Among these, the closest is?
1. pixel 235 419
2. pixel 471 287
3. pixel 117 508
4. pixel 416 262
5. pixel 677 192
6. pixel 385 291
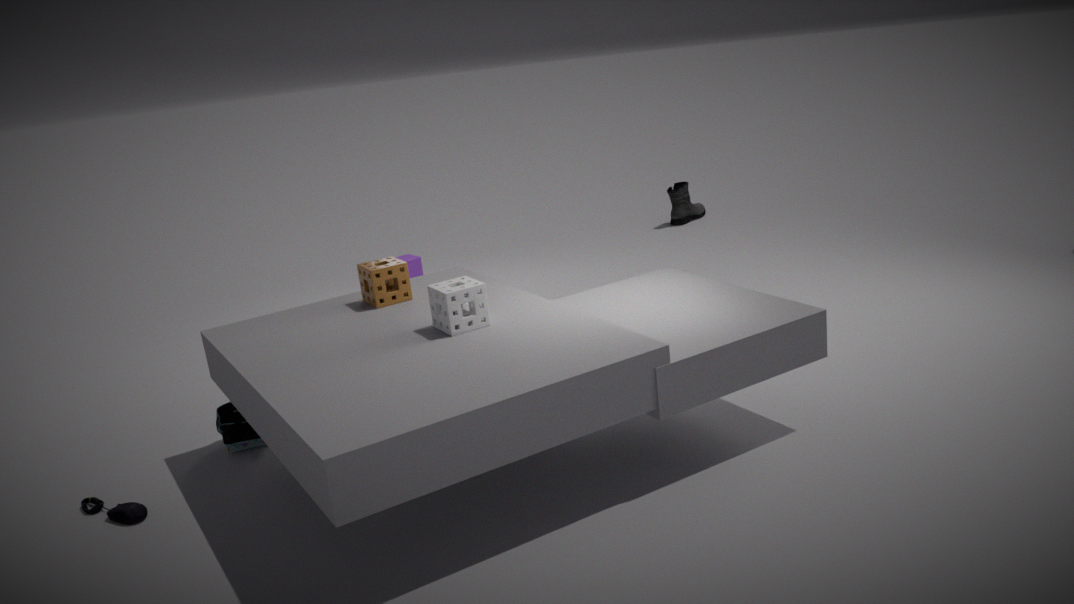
pixel 471 287
